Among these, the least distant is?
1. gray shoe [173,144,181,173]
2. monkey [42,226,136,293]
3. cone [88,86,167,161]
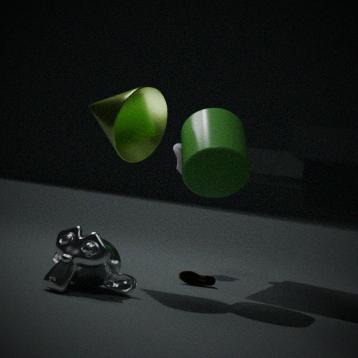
monkey [42,226,136,293]
